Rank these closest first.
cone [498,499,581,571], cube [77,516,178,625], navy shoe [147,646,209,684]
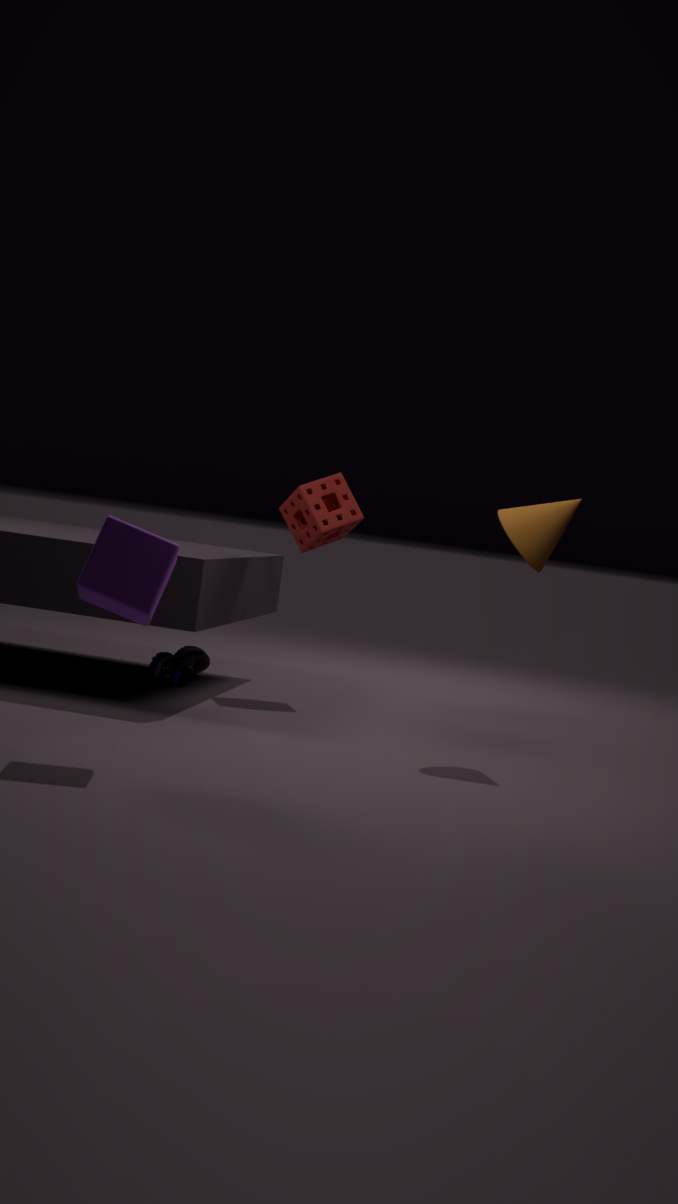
cube [77,516,178,625] → cone [498,499,581,571] → navy shoe [147,646,209,684]
